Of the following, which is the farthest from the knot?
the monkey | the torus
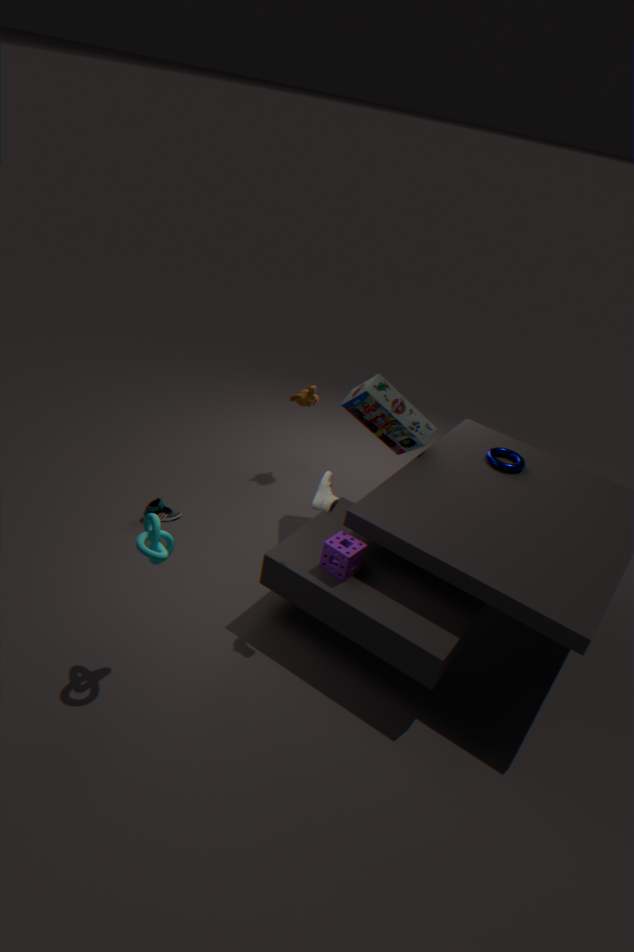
the torus
